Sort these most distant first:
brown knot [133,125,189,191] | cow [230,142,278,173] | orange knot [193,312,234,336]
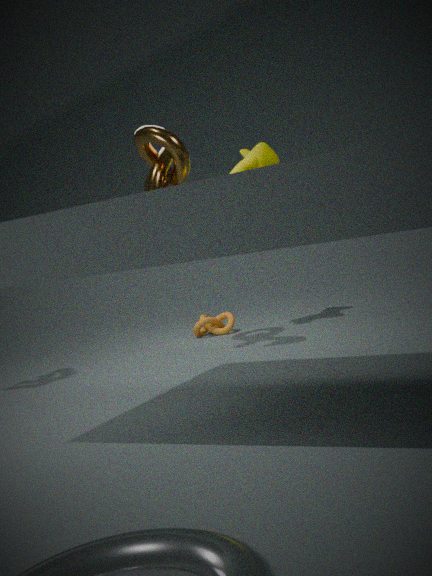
orange knot [193,312,234,336]
cow [230,142,278,173]
brown knot [133,125,189,191]
